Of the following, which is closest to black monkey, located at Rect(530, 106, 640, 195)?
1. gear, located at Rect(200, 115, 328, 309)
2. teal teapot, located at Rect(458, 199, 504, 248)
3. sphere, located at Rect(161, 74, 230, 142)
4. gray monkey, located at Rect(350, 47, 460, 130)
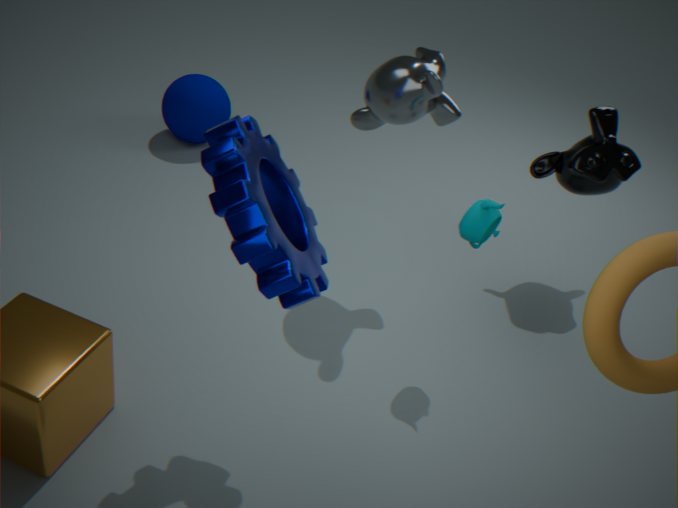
gray monkey, located at Rect(350, 47, 460, 130)
